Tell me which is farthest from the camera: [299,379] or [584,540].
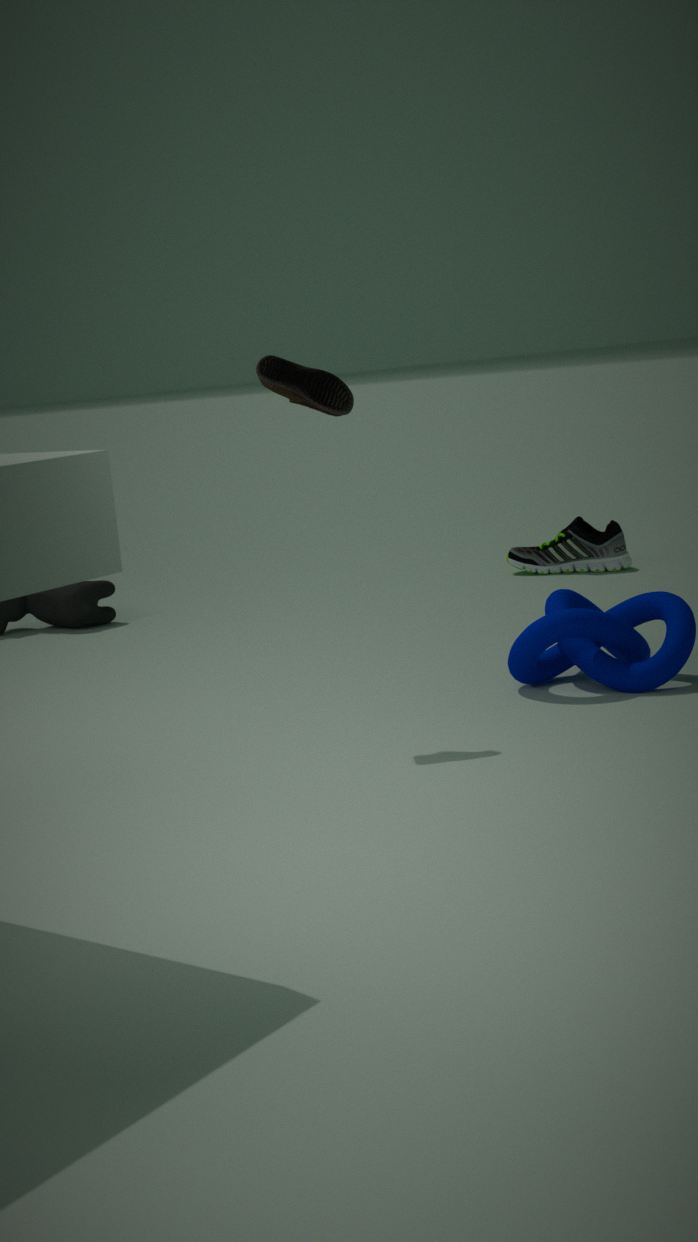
[584,540]
